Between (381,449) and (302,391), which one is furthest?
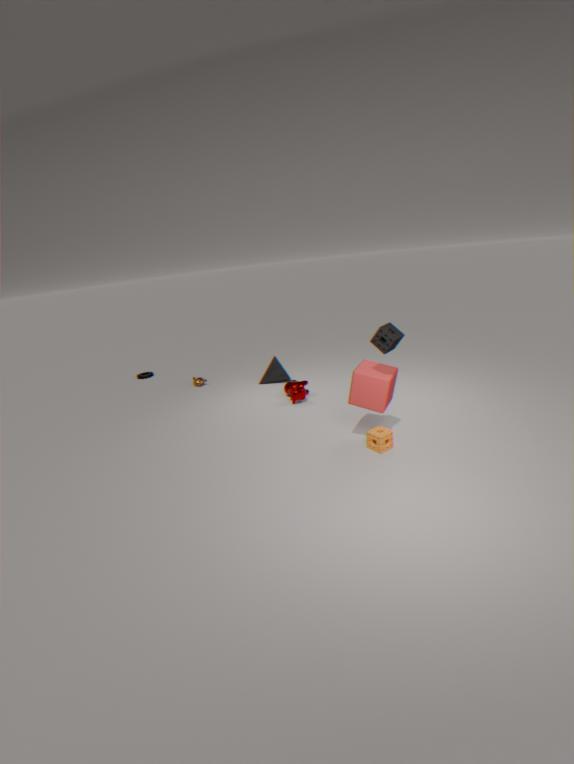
(302,391)
